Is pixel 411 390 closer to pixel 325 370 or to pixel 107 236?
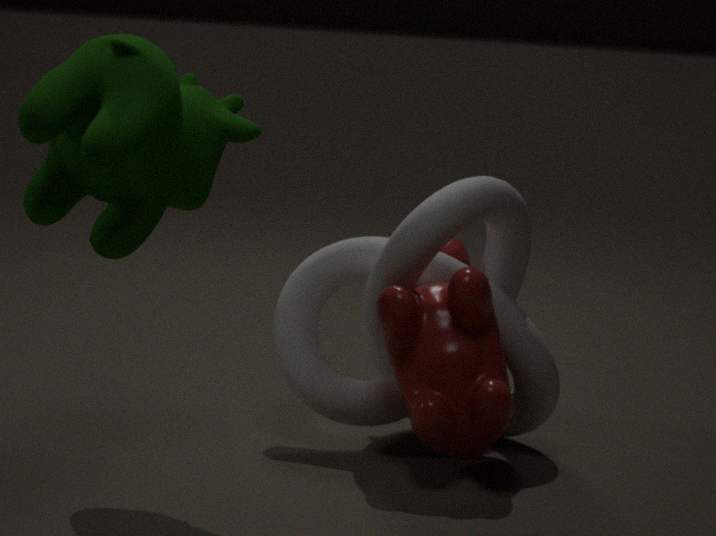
pixel 325 370
